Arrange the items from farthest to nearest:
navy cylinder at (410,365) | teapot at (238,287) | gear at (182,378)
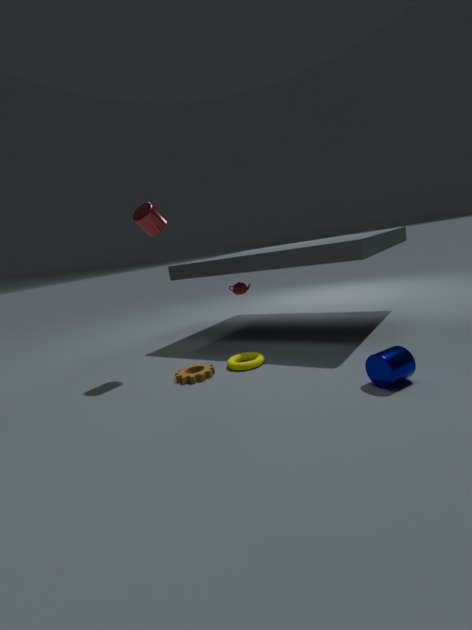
teapot at (238,287) → gear at (182,378) → navy cylinder at (410,365)
